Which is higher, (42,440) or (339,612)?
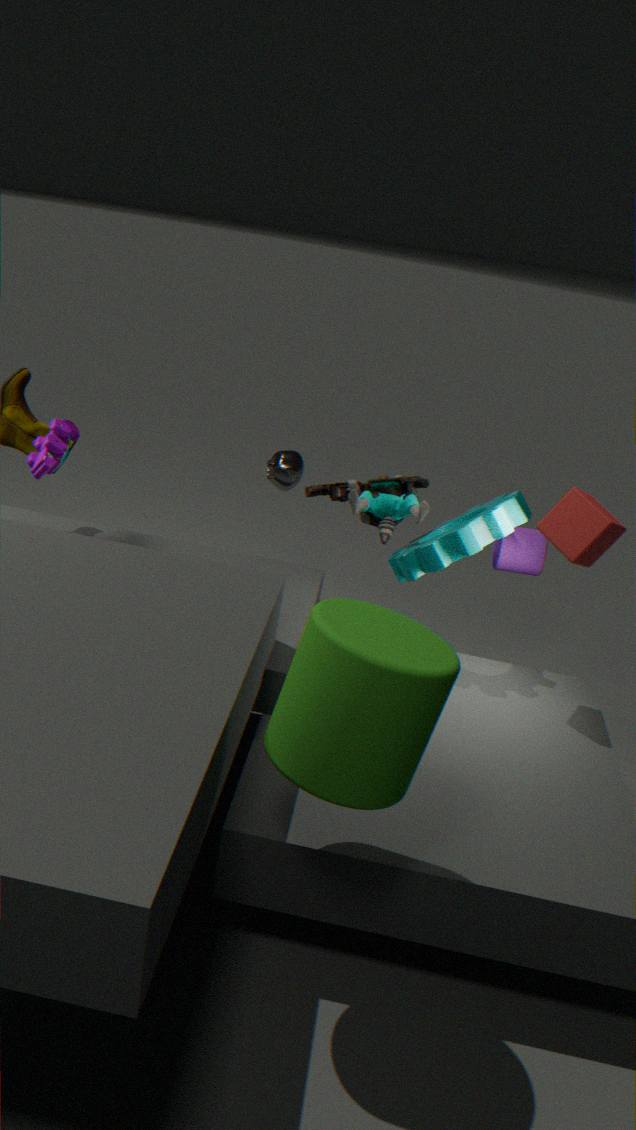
(42,440)
